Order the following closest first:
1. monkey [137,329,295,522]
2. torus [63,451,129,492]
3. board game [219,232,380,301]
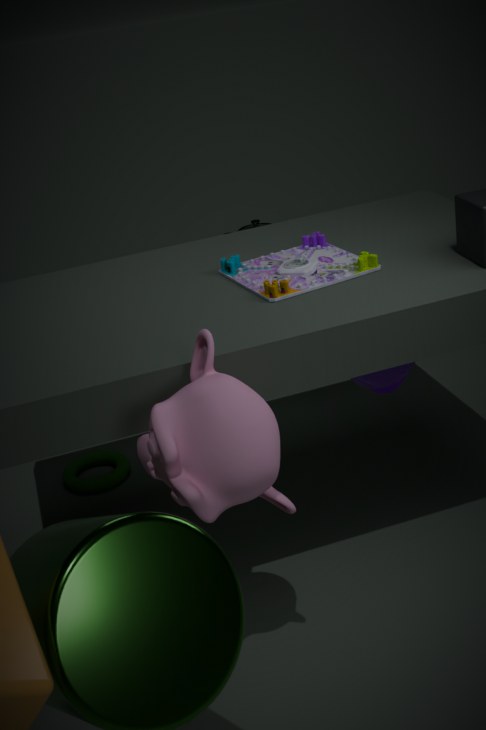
monkey [137,329,295,522] < board game [219,232,380,301] < torus [63,451,129,492]
